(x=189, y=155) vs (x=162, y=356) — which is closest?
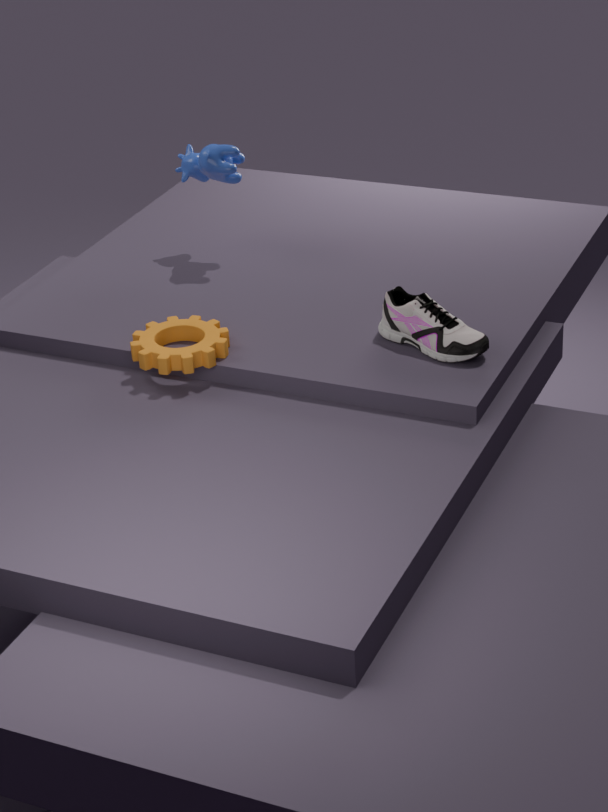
(x=162, y=356)
